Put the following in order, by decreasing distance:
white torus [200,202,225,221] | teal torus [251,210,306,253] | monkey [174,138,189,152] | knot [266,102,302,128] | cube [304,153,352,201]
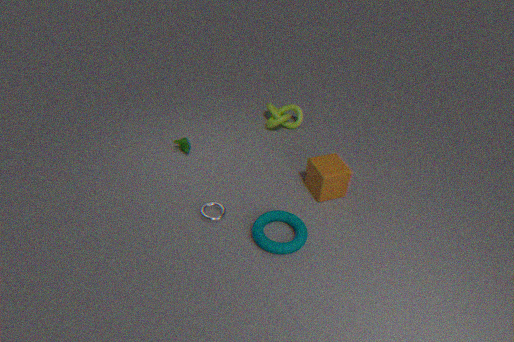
knot [266,102,302,128] → monkey [174,138,189,152] → cube [304,153,352,201] → white torus [200,202,225,221] → teal torus [251,210,306,253]
